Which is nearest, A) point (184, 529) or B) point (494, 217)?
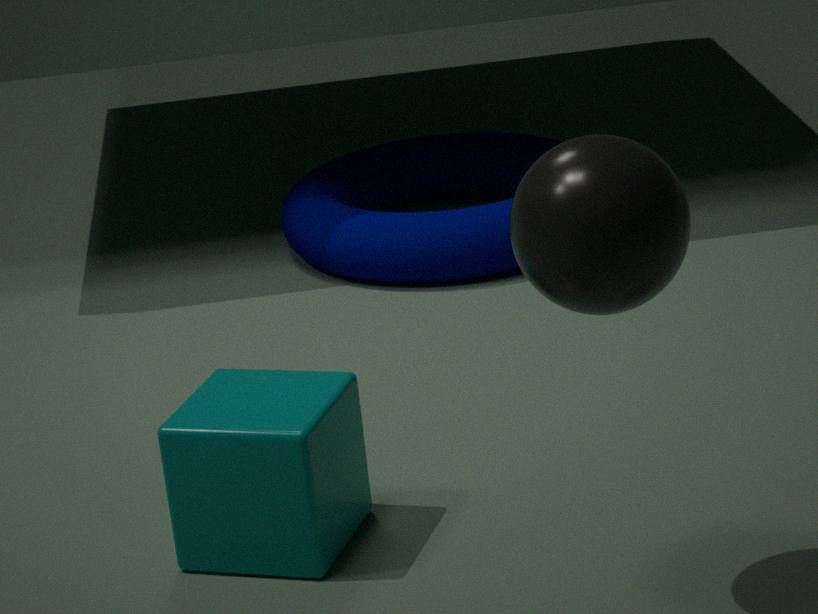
A. point (184, 529)
